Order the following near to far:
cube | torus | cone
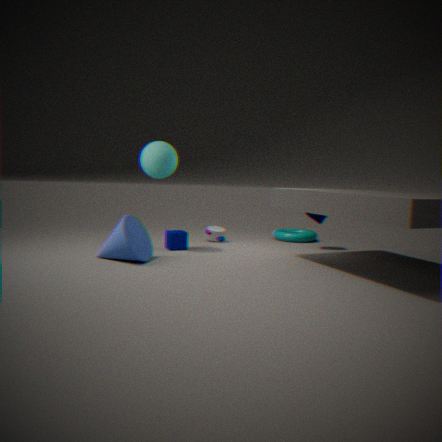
1. cone
2. cube
3. torus
